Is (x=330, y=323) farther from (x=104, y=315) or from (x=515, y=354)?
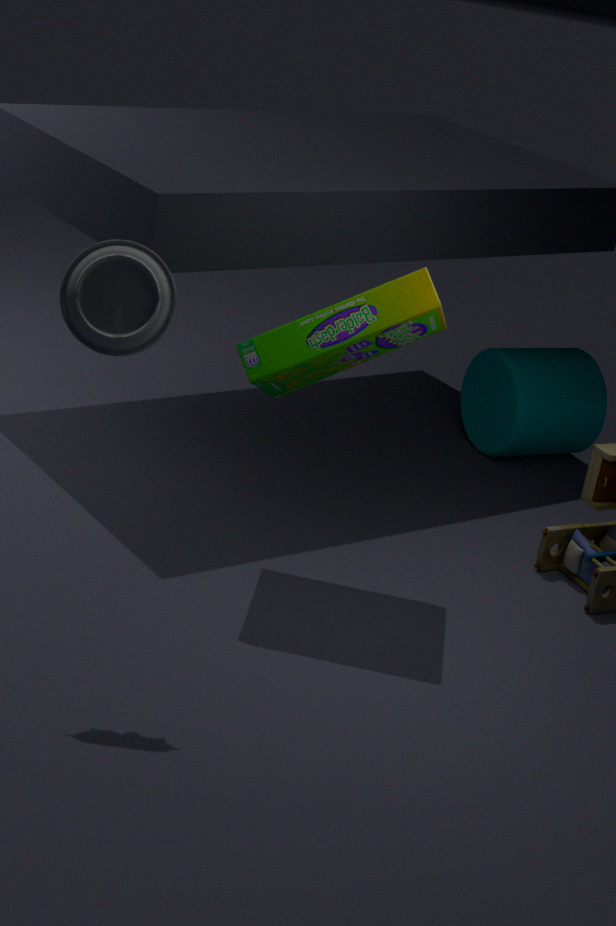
(x=515, y=354)
